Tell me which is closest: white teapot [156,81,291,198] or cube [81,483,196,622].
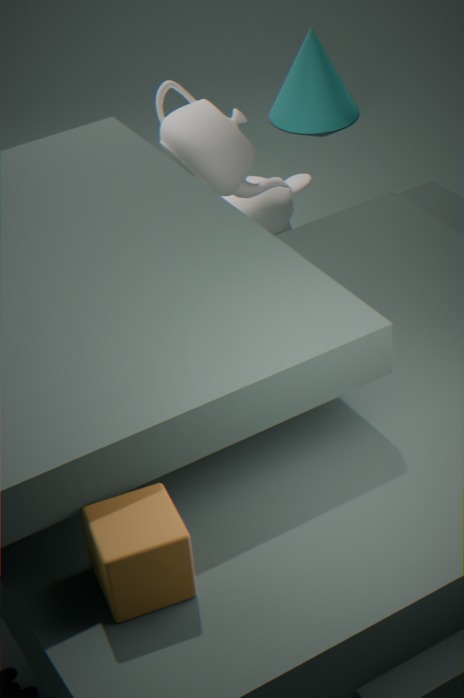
cube [81,483,196,622]
